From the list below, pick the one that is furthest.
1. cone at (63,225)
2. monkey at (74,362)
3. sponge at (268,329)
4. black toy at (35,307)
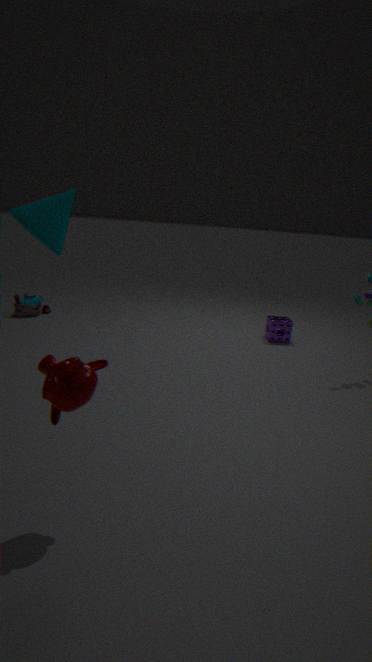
black toy at (35,307)
